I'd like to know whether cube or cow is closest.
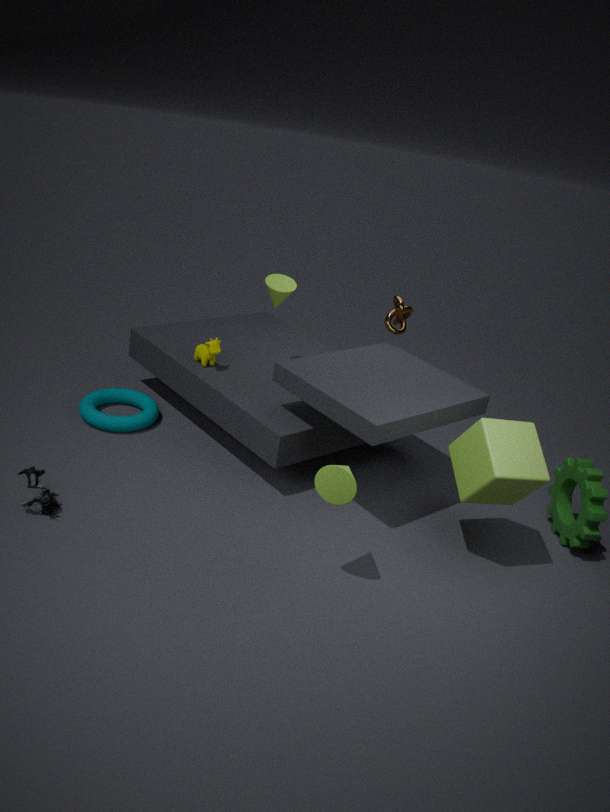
cube
